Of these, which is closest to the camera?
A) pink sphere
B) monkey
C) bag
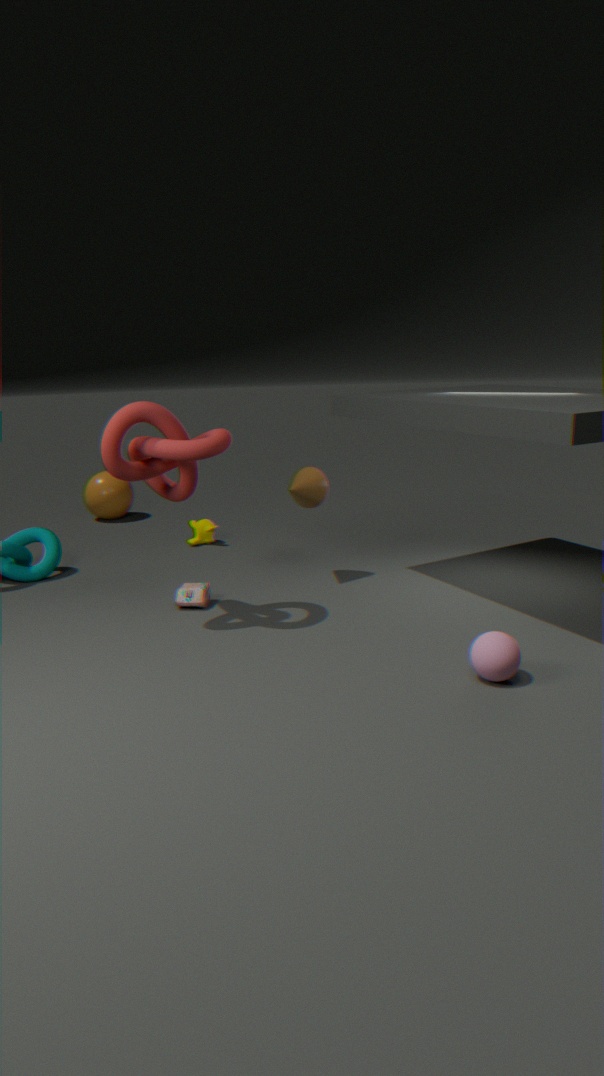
pink sphere
